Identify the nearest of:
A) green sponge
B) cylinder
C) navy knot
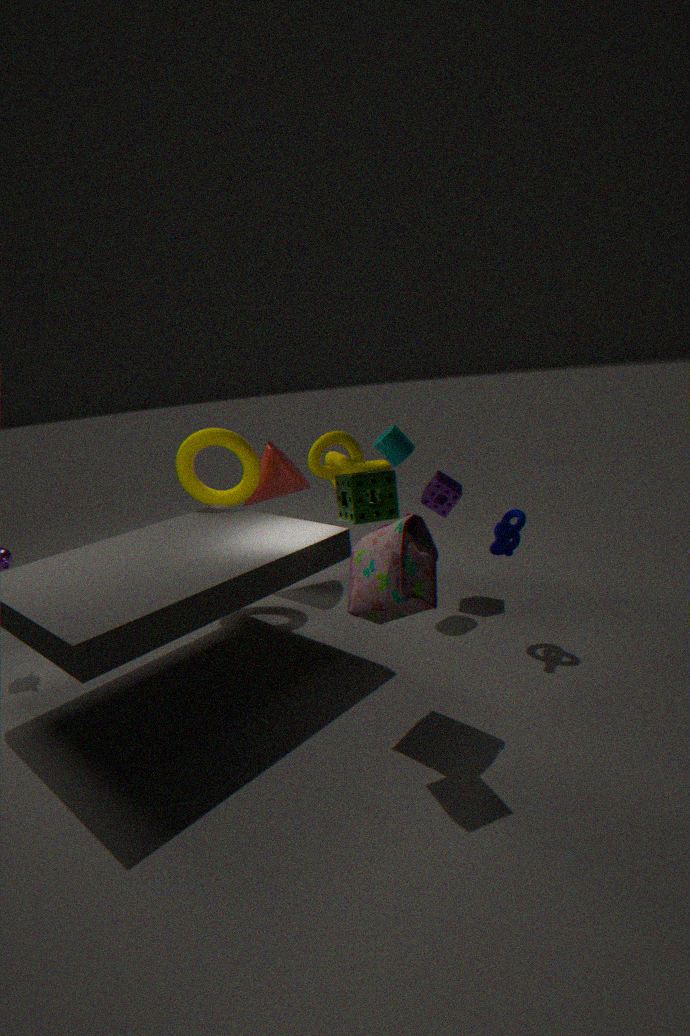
green sponge
